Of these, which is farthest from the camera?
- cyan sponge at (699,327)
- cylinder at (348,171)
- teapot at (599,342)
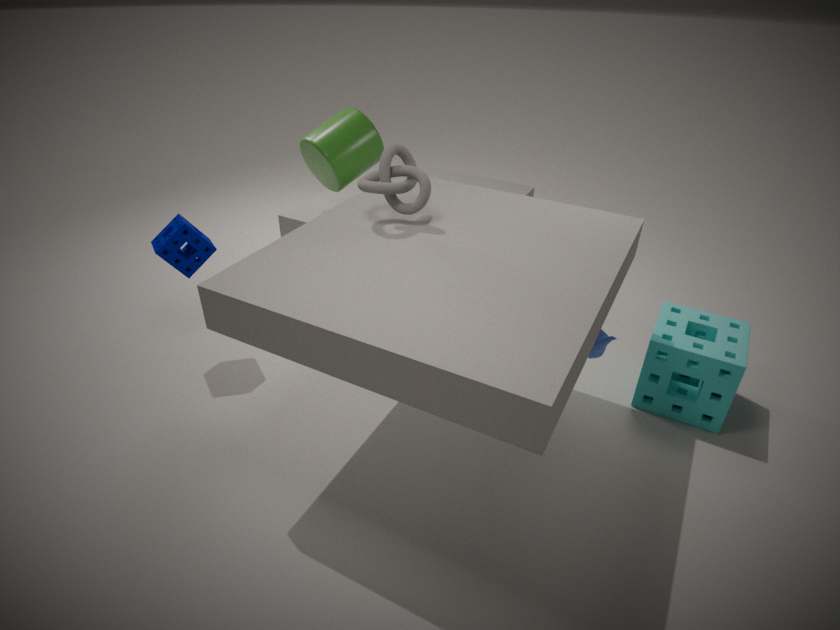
cylinder at (348,171)
